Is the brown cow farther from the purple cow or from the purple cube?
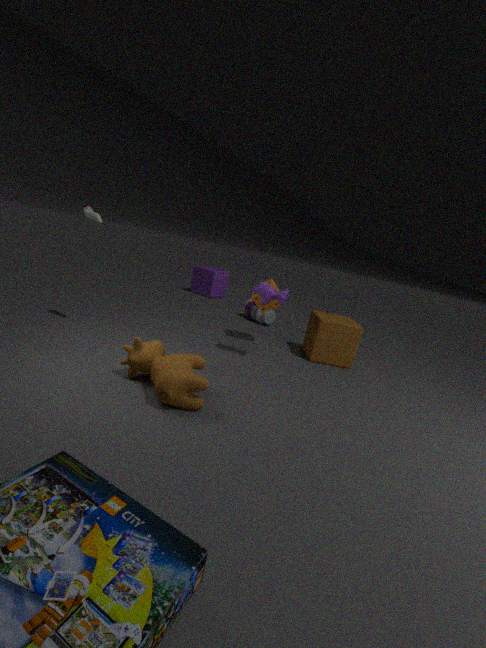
the purple cube
